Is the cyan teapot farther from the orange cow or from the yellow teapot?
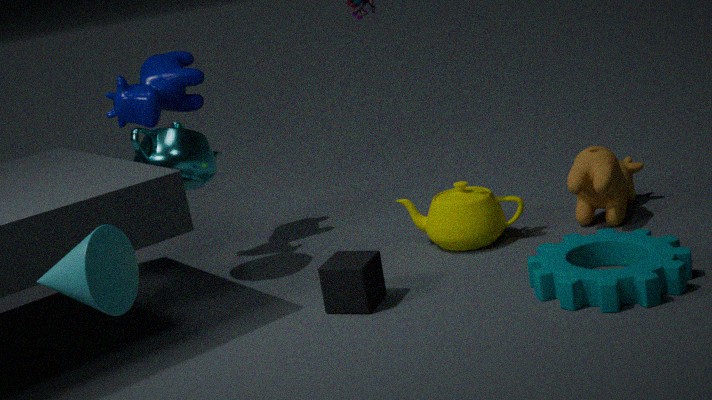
the orange cow
